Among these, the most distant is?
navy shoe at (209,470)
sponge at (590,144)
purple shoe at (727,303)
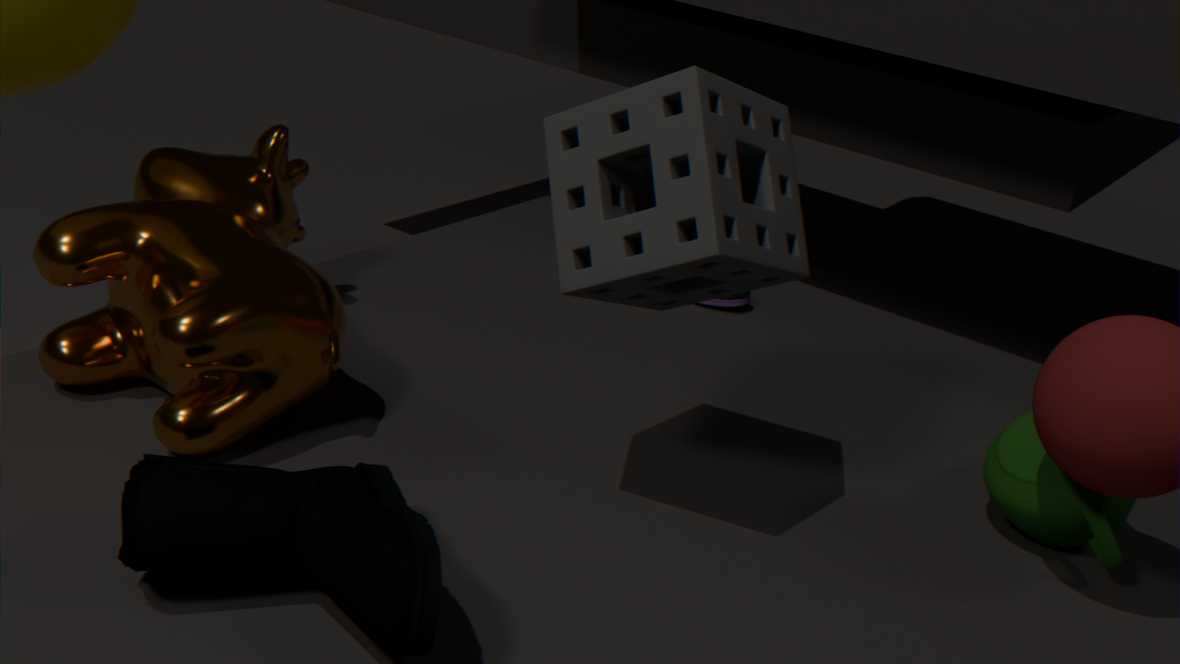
purple shoe at (727,303)
